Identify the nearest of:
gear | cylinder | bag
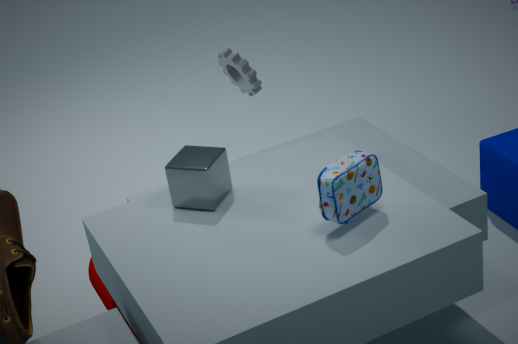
bag
